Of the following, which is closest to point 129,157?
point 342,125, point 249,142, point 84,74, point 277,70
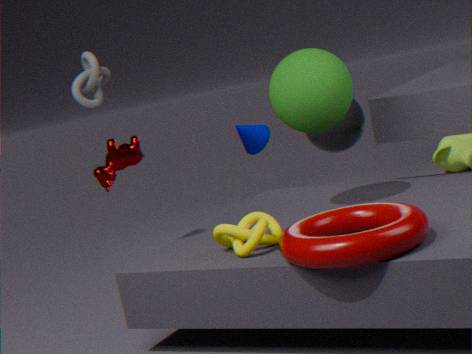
point 84,74
